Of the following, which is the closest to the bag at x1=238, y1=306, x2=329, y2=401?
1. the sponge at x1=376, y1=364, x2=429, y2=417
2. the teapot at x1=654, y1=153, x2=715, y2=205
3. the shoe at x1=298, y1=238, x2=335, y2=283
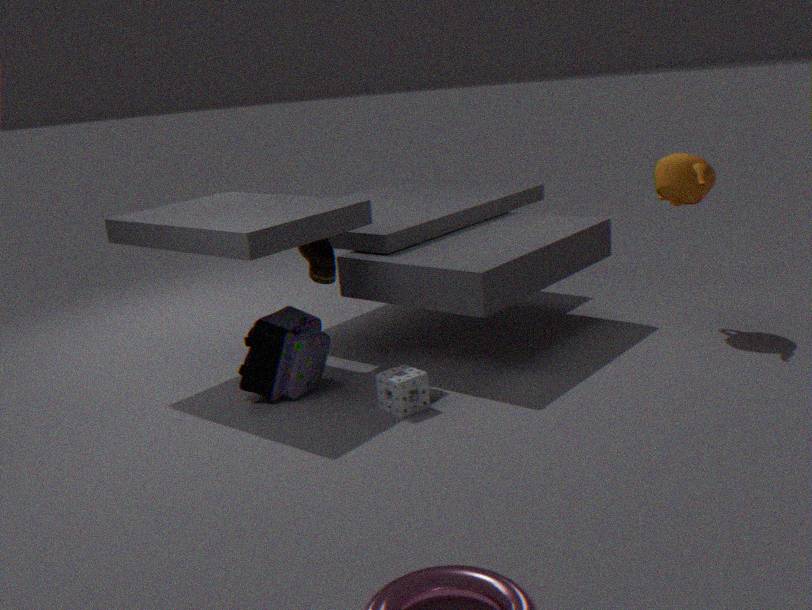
the shoe at x1=298, y1=238, x2=335, y2=283
